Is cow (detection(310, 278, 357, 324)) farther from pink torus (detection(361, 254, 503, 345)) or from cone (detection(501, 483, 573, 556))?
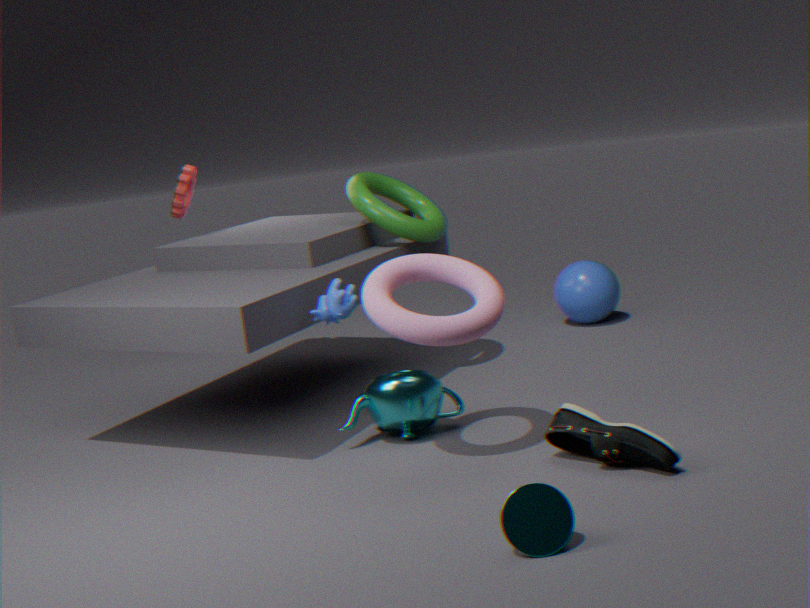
cone (detection(501, 483, 573, 556))
